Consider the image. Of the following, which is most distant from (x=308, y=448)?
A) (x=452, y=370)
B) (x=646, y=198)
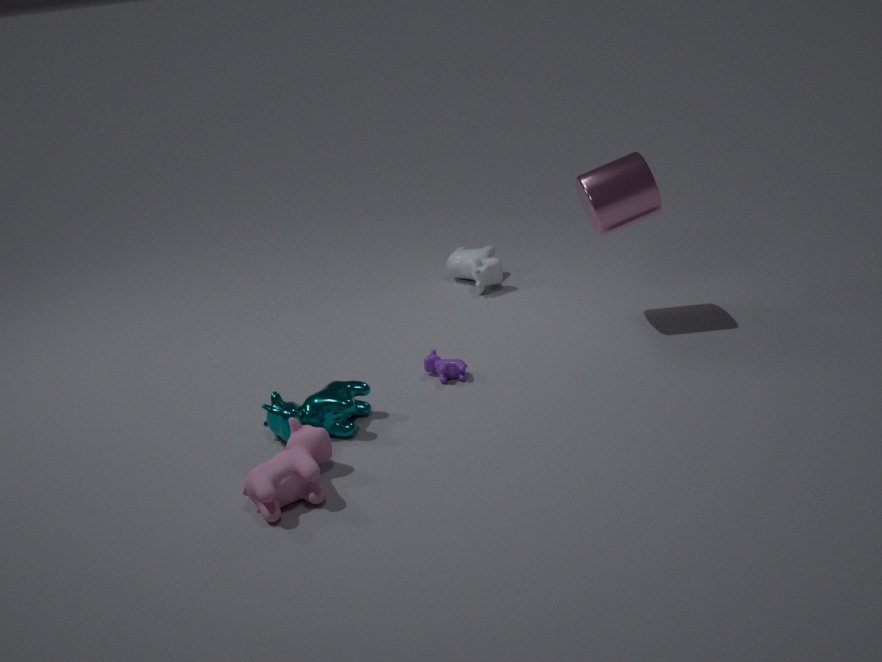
(x=646, y=198)
